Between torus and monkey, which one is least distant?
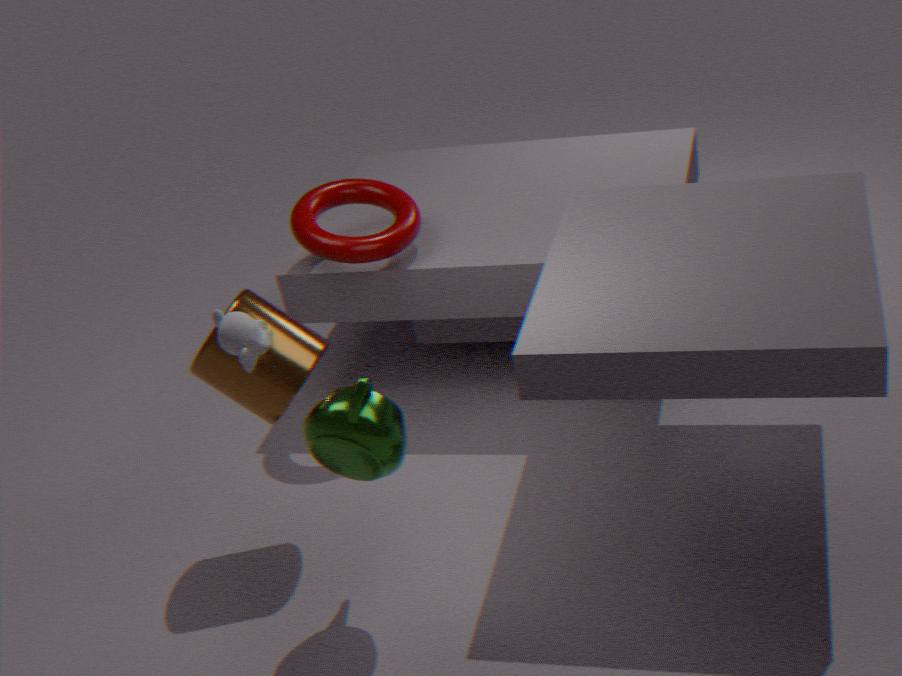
monkey
